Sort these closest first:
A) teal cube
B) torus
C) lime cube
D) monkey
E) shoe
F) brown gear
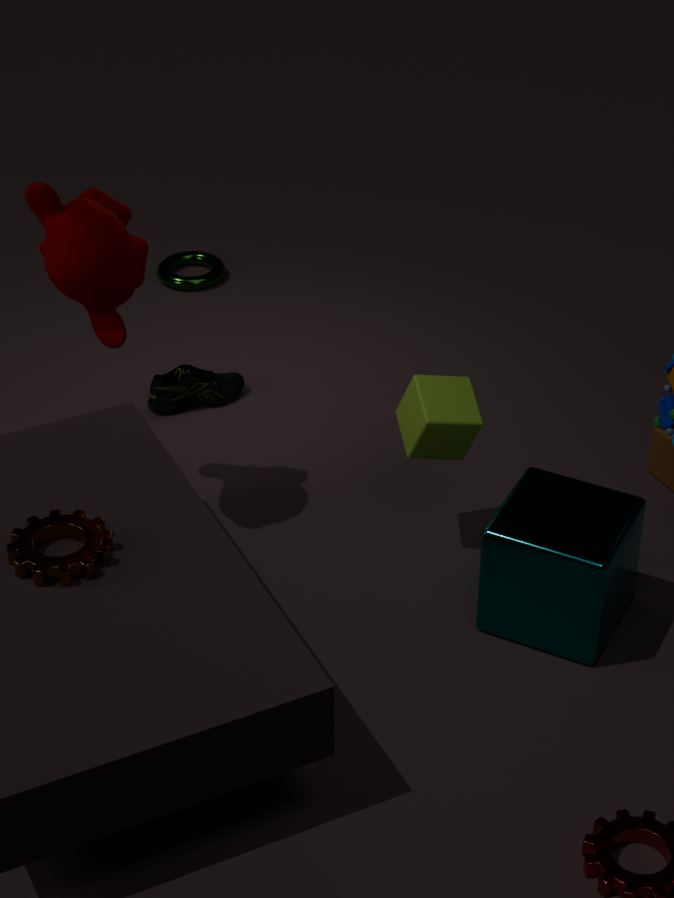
brown gear
teal cube
monkey
lime cube
shoe
torus
